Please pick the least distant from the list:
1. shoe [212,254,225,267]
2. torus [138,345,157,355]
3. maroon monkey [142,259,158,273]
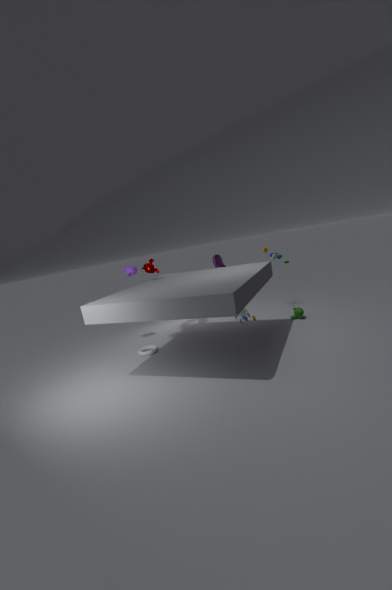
torus [138,345,157,355]
